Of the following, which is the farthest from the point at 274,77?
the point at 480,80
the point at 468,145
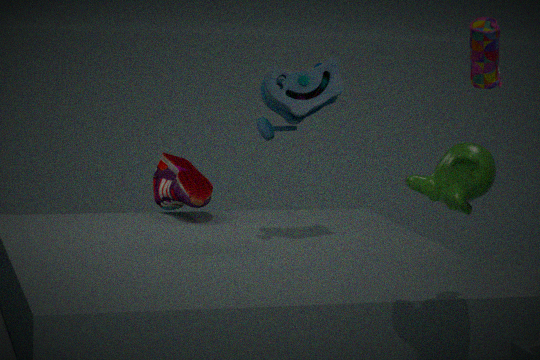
the point at 468,145
